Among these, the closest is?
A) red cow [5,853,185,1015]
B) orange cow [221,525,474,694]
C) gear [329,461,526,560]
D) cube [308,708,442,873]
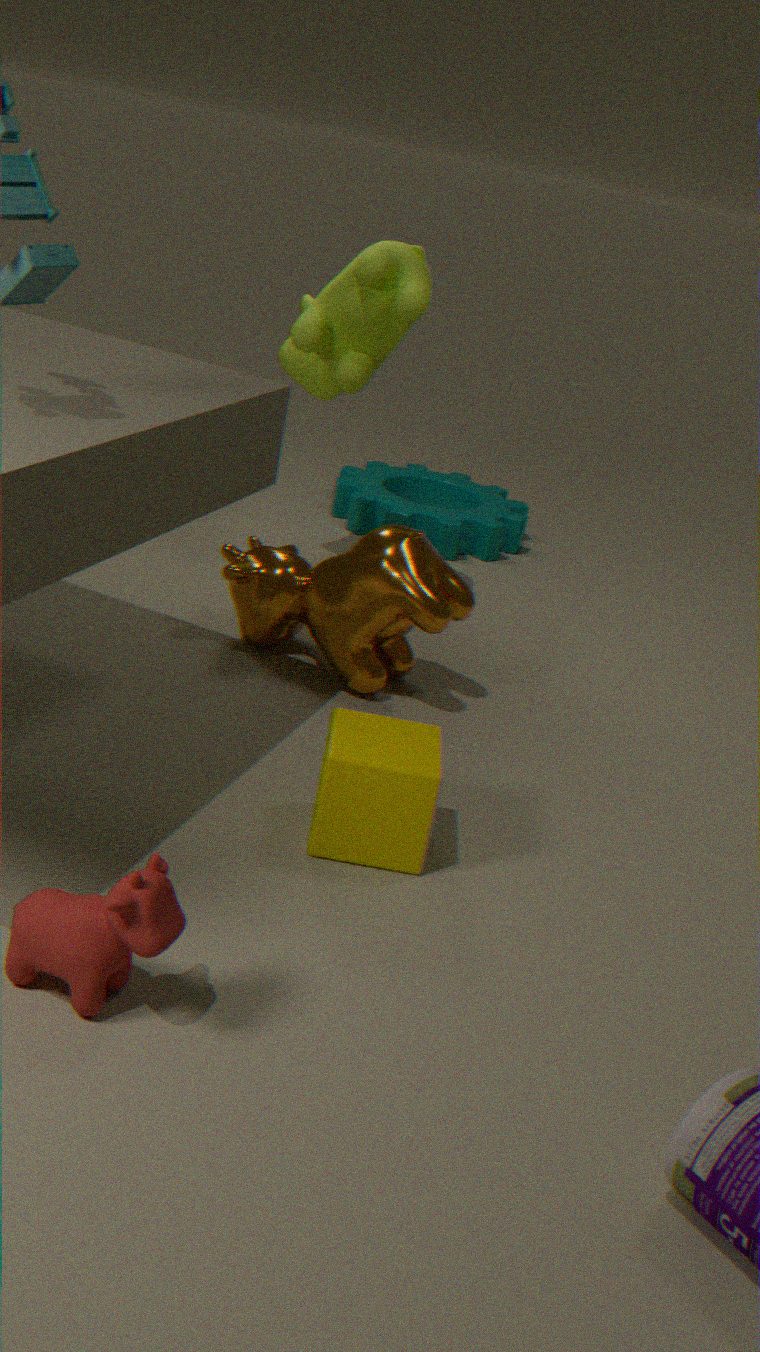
red cow [5,853,185,1015]
